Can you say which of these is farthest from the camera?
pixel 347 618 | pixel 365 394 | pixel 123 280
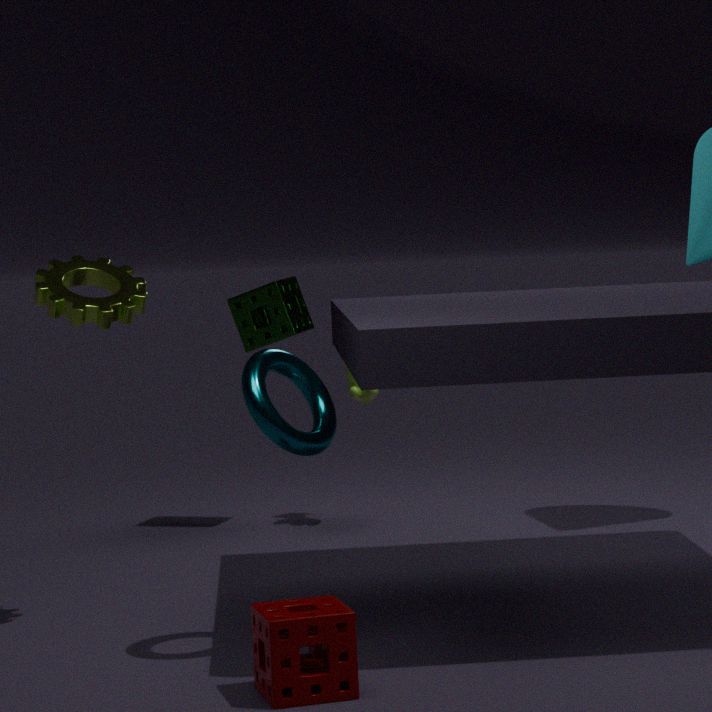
pixel 365 394
